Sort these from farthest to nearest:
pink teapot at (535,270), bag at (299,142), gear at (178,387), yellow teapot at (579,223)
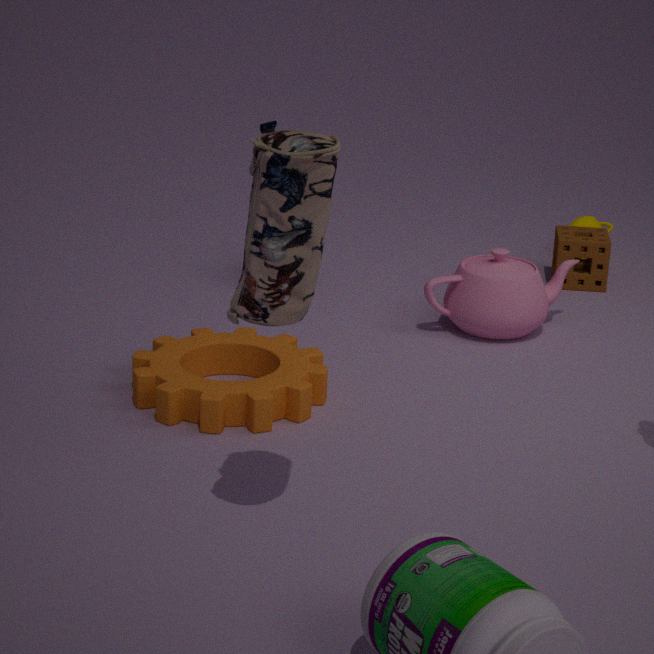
1. yellow teapot at (579,223)
2. pink teapot at (535,270)
3. gear at (178,387)
4. bag at (299,142)
